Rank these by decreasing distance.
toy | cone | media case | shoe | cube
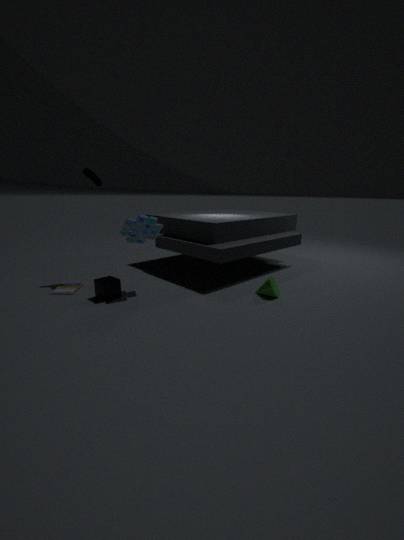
shoe, media case, cone, toy, cube
